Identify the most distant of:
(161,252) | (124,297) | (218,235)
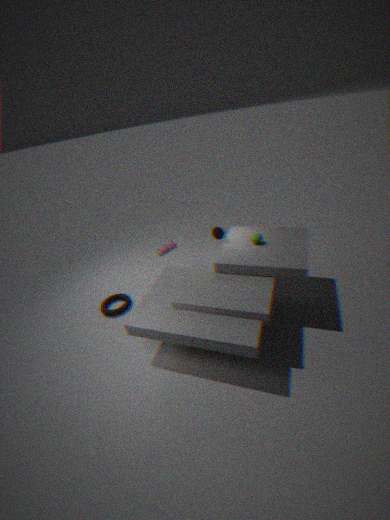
(124,297)
